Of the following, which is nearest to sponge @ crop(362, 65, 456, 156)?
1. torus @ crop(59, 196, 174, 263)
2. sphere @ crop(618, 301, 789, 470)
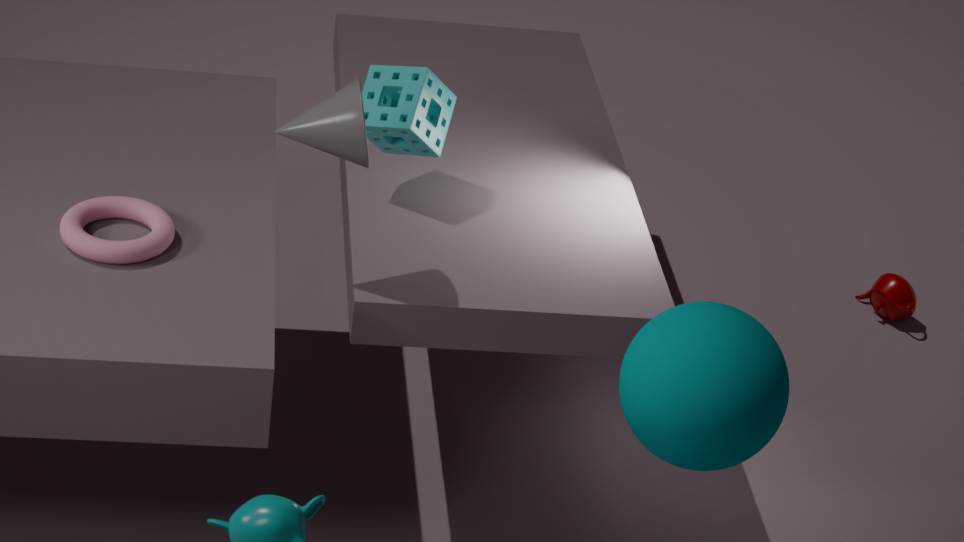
torus @ crop(59, 196, 174, 263)
